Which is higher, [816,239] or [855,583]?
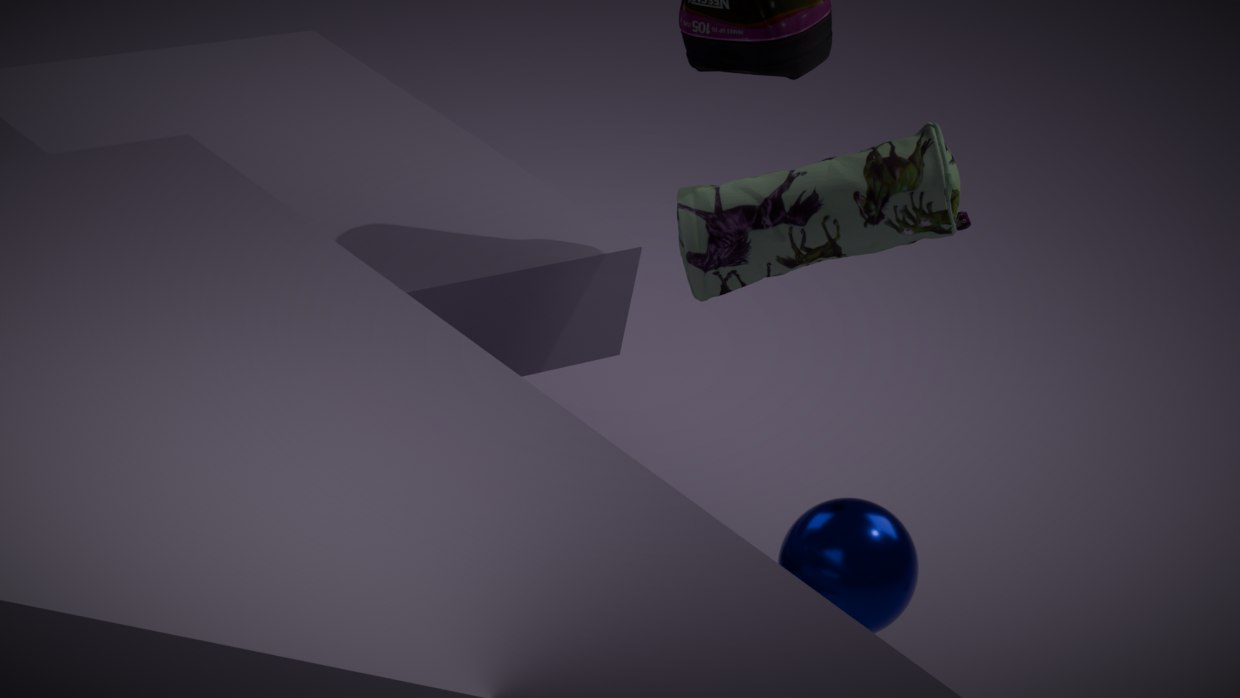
[816,239]
